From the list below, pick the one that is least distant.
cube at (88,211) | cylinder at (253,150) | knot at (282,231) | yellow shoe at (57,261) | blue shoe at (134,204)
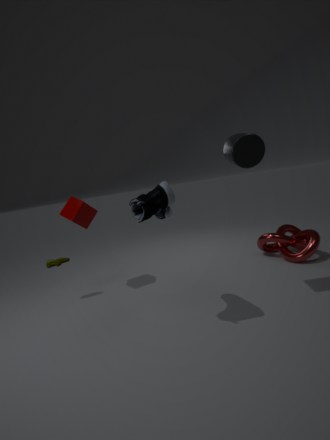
blue shoe at (134,204)
